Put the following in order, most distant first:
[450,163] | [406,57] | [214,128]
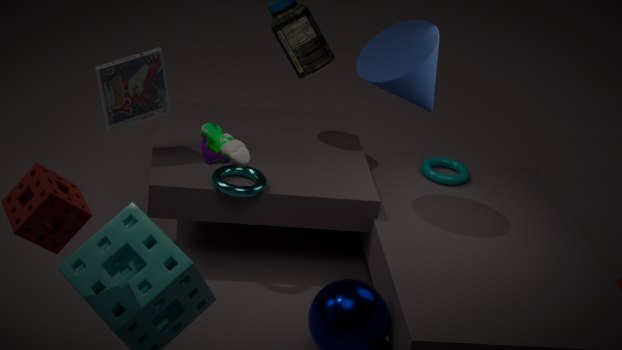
1. [450,163]
2. [406,57]
3. [214,128]
